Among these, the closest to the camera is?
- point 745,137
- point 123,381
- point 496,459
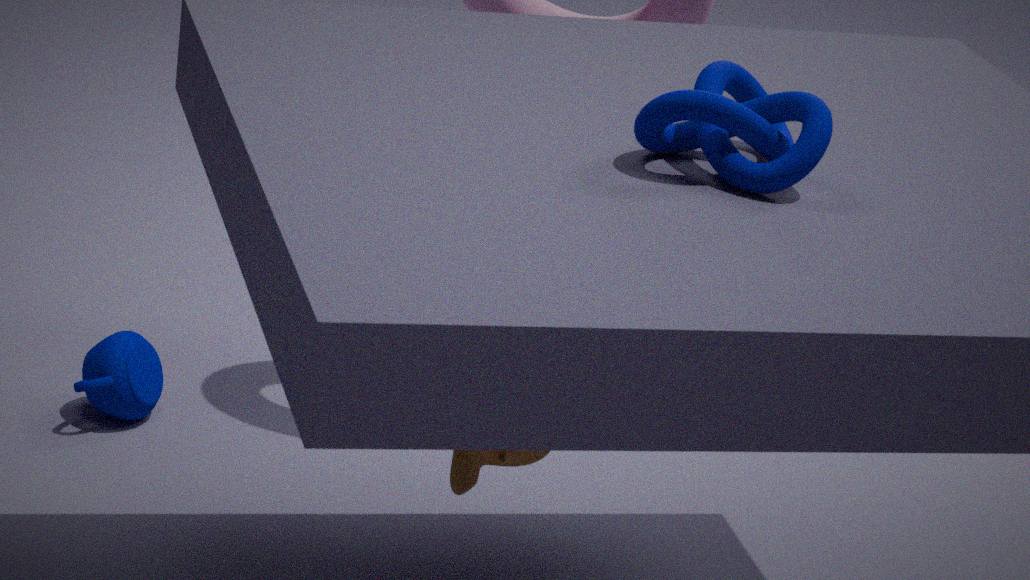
point 745,137
